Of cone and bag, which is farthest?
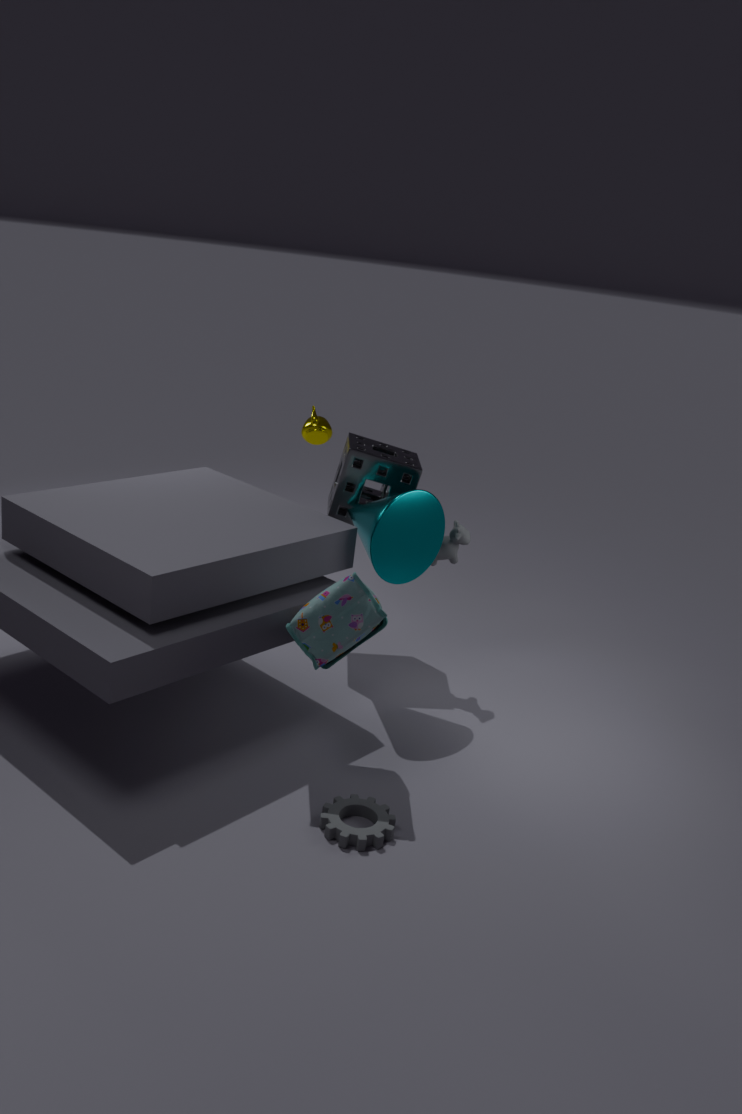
cone
